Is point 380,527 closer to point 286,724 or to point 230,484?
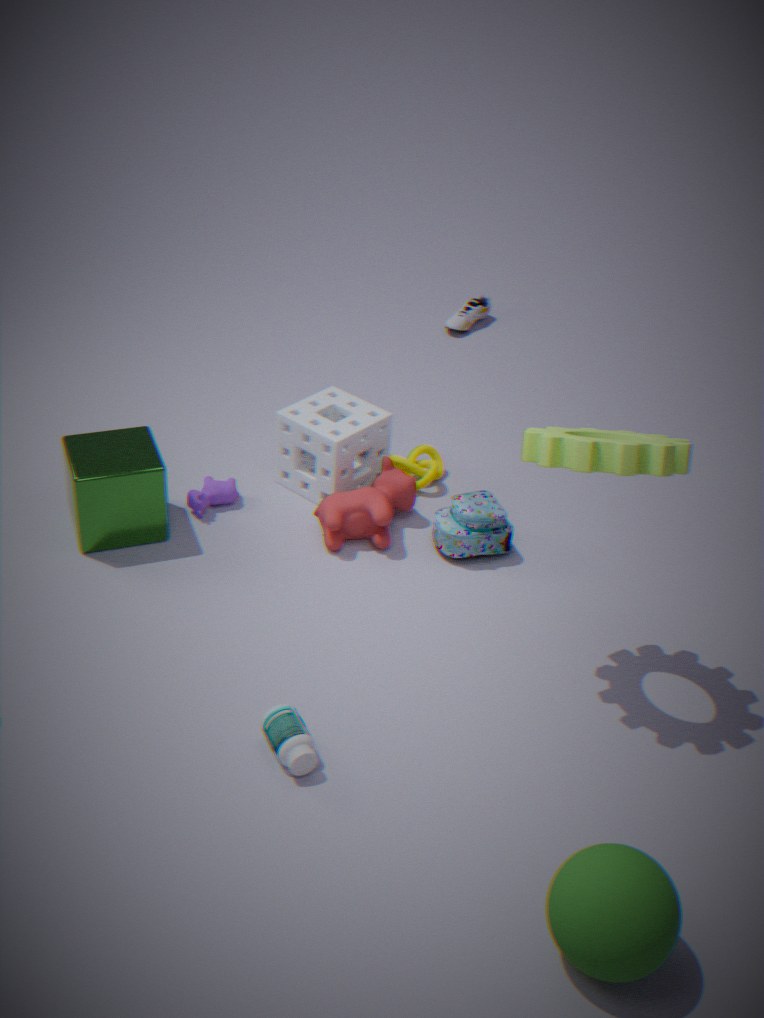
point 230,484
